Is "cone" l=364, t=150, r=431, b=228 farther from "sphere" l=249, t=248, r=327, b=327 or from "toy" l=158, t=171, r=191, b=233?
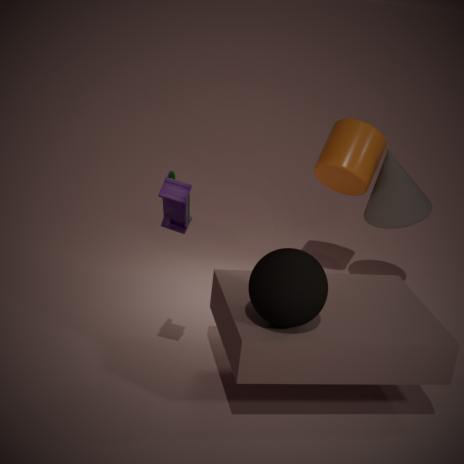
"toy" l=158, t=171, r=191, b=233
